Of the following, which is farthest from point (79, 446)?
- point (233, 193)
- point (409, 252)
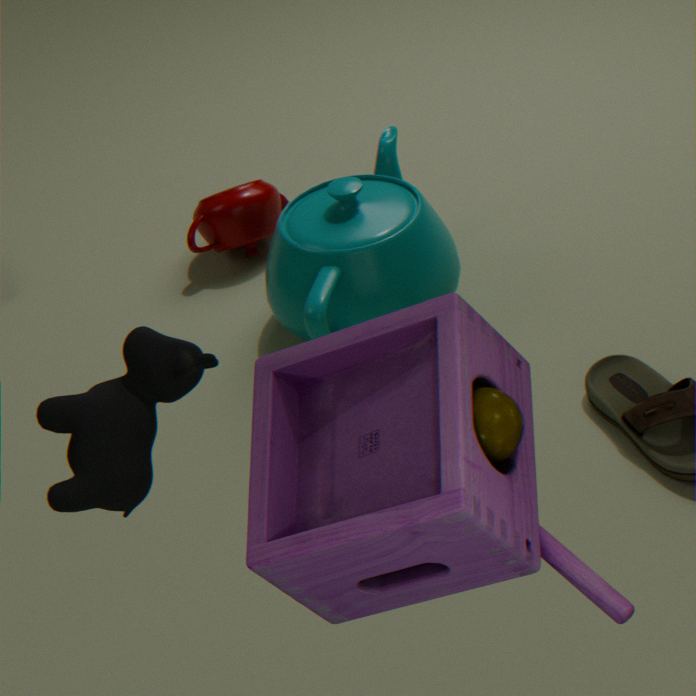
point (233, 193)
